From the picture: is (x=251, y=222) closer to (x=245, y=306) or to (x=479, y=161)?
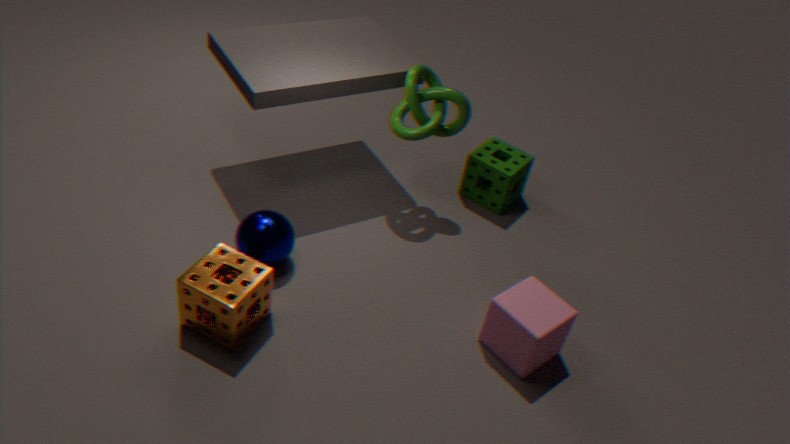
(x=245, y=306)
